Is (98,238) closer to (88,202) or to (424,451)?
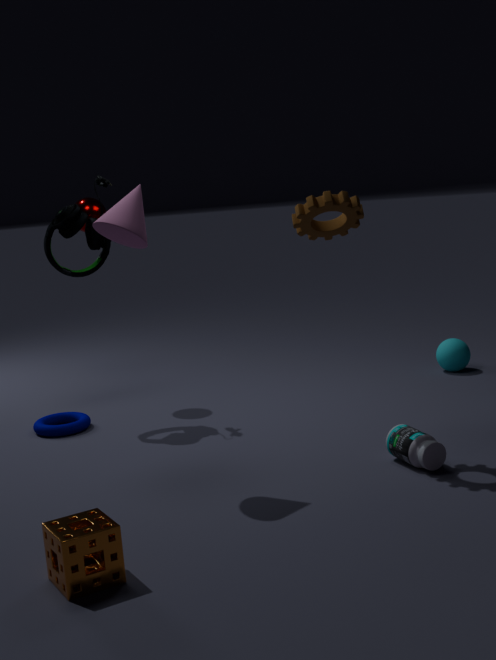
(88,202)
